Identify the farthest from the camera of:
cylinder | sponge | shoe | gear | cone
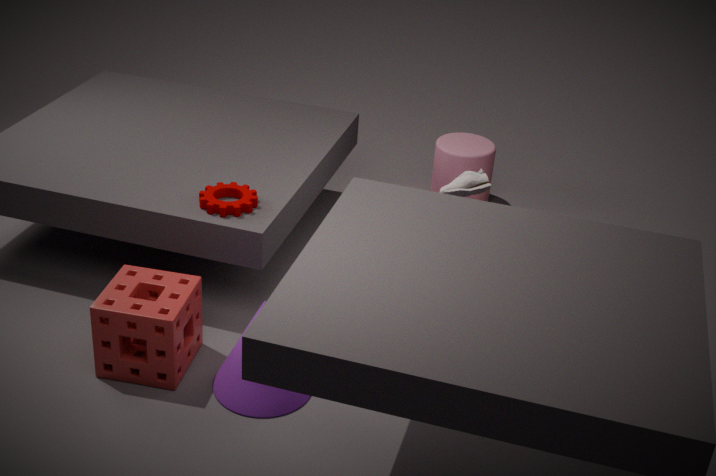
cylinder
